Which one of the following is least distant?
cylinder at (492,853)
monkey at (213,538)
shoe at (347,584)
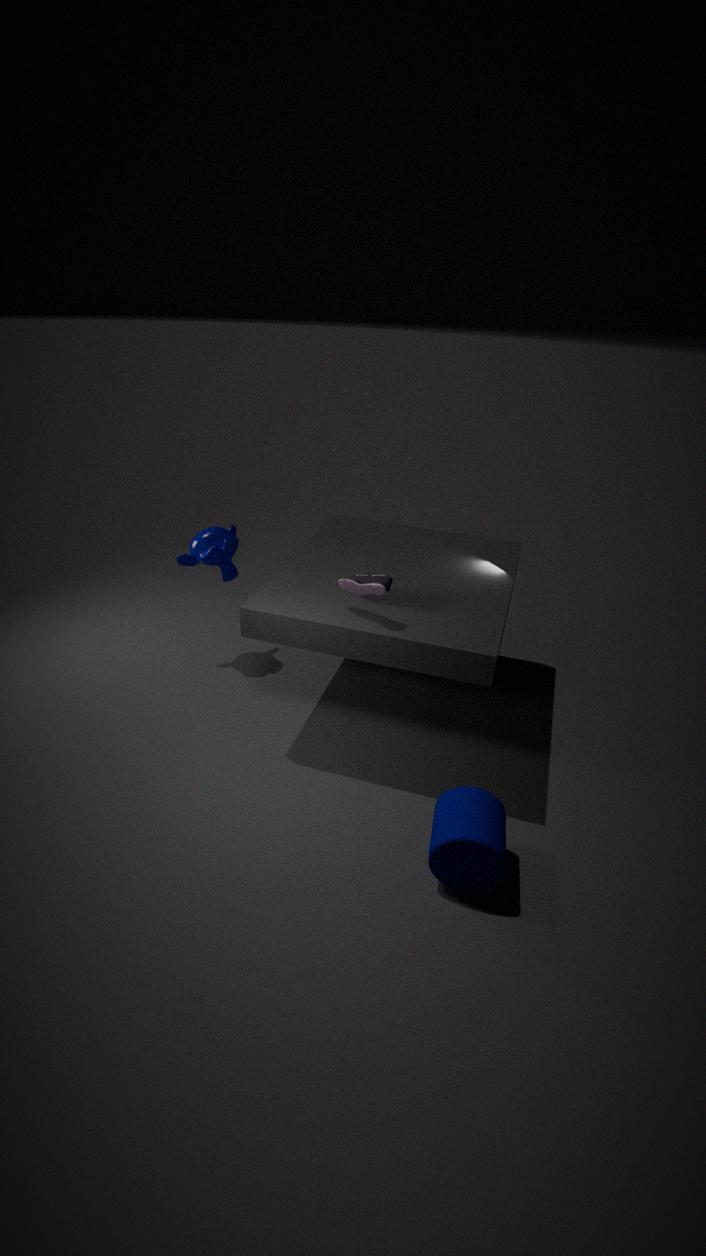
→ cylinder at (492,853)
